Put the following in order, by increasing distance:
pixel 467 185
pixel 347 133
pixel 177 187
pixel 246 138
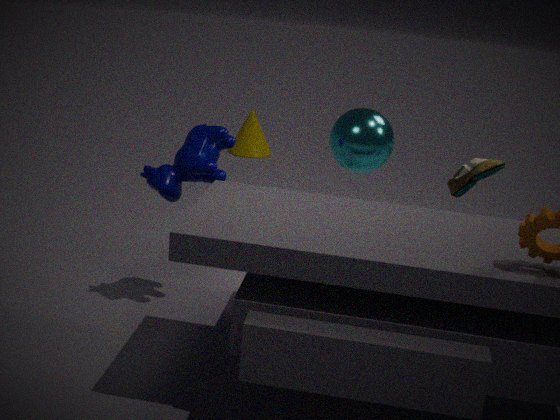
pixel 177 187 → pixel 347 133 → pixel 467 185 → pixel 246 138
